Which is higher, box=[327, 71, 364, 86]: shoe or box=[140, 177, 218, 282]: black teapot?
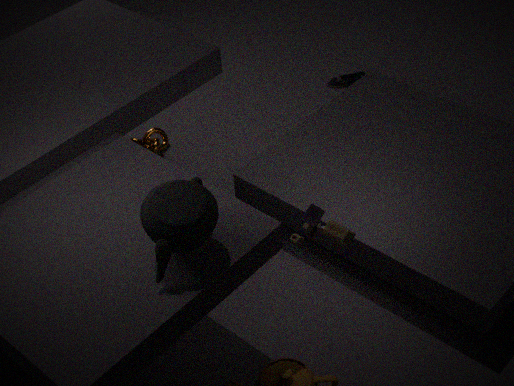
box=[140, 177, 218, 282]: black teapot
